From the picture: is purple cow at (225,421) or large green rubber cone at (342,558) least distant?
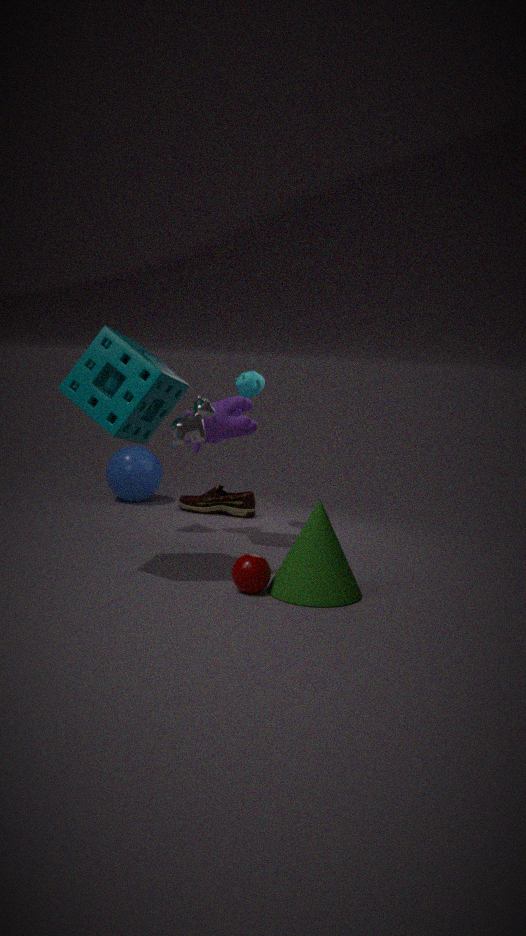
large green rubber cone at (342,558)
